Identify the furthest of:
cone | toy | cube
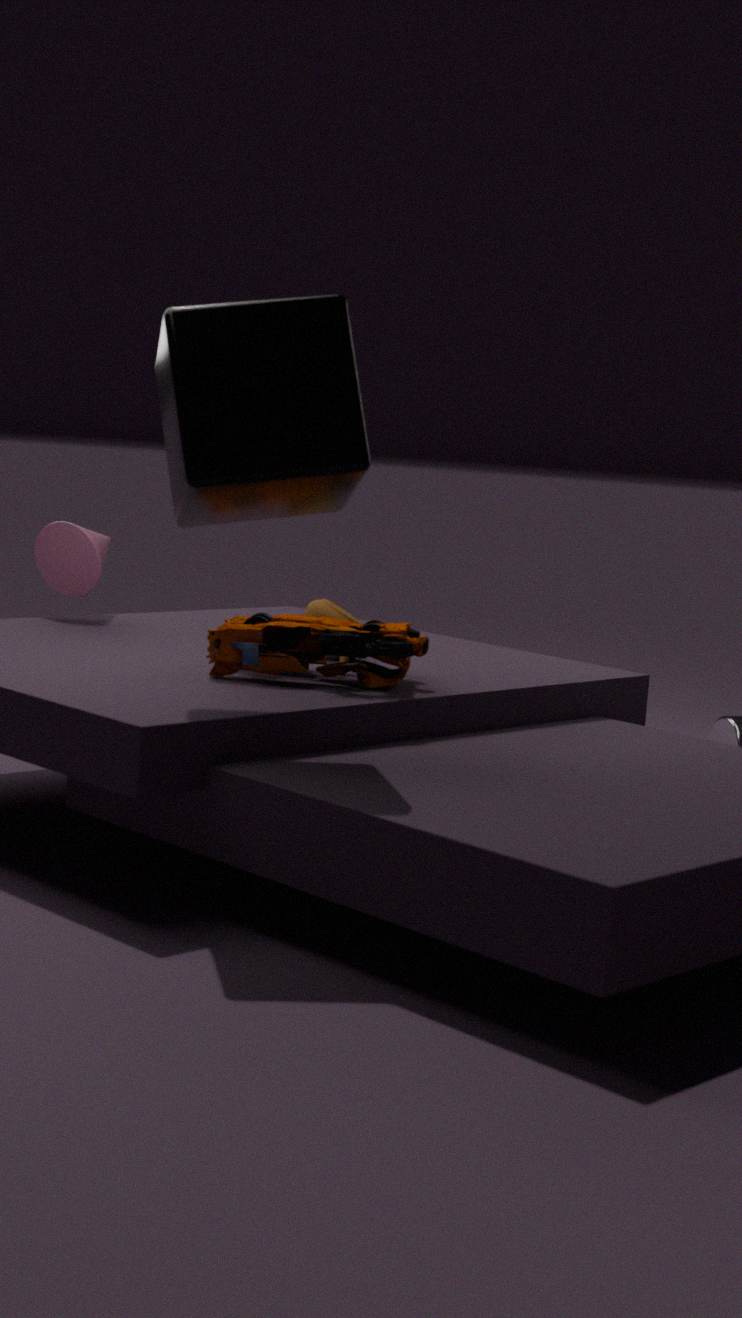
cone
